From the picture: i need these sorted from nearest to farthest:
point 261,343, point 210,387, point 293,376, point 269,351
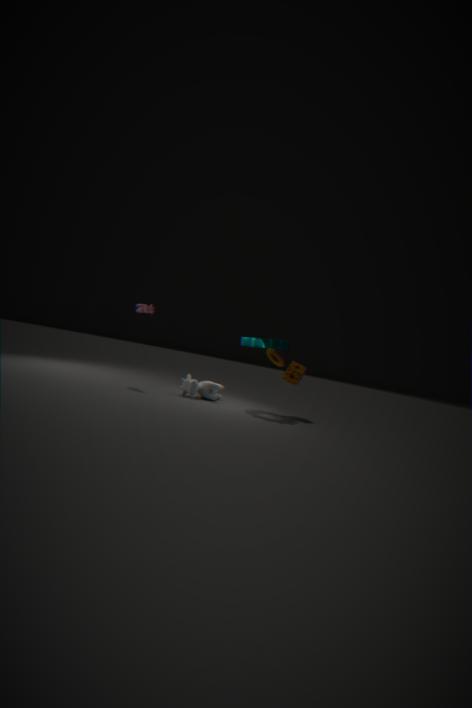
1. point 261,343
2. point 210,387
3. point 269,351
4. point 293,376
